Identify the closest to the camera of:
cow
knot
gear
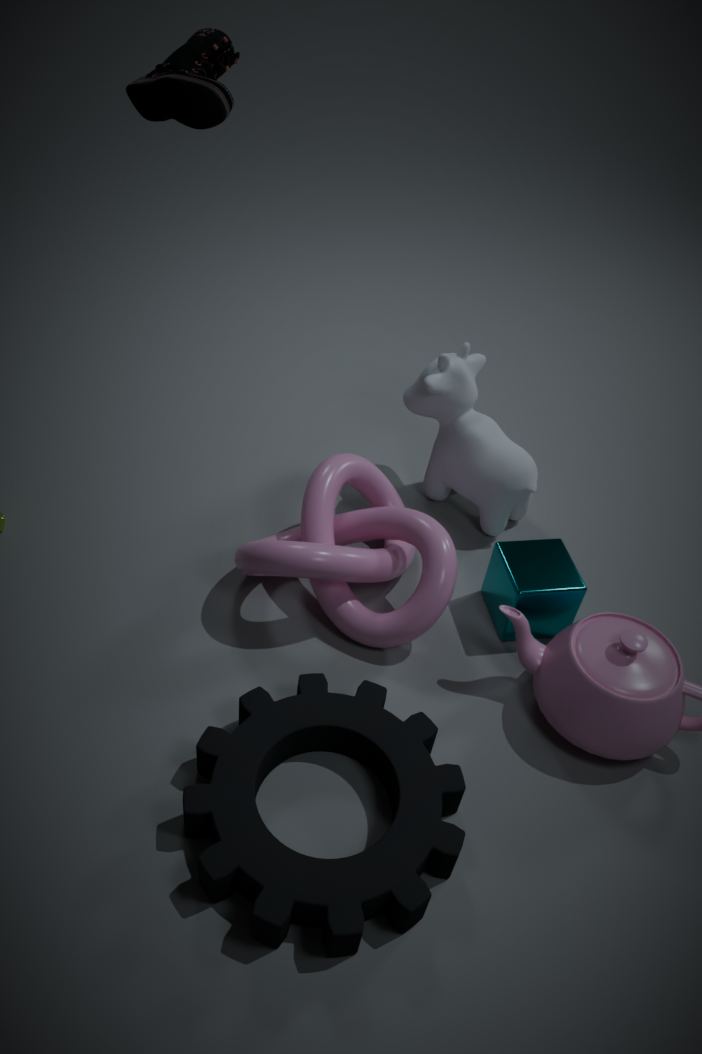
gear
